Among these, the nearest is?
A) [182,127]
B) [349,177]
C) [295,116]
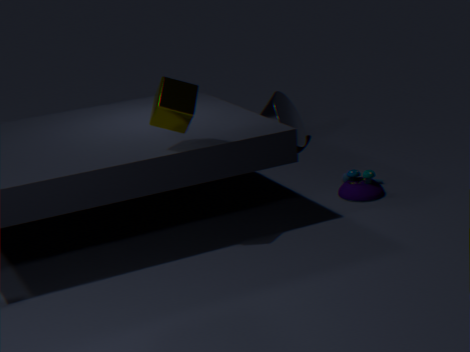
[182,127]
